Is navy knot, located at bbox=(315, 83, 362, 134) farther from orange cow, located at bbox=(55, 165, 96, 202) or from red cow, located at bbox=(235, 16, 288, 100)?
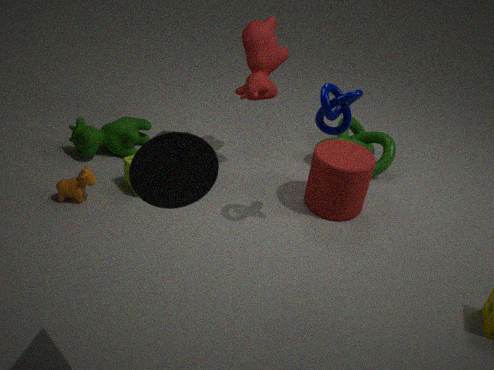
orange cow, located at bbox=(55, 165, 96, 202)
